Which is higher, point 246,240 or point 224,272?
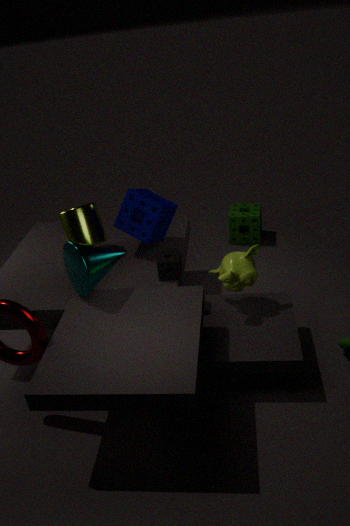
point 224,272
